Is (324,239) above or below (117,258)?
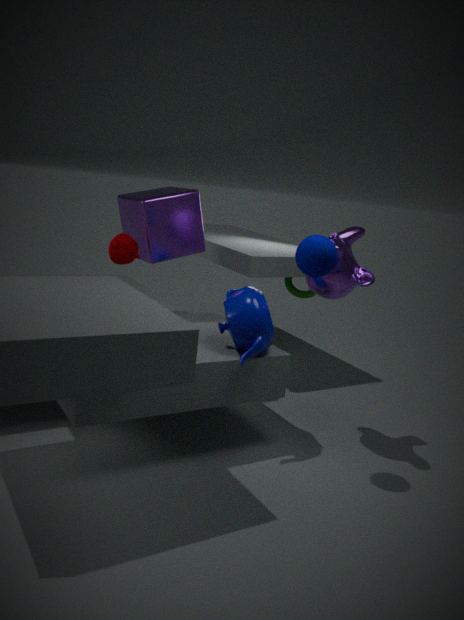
above
